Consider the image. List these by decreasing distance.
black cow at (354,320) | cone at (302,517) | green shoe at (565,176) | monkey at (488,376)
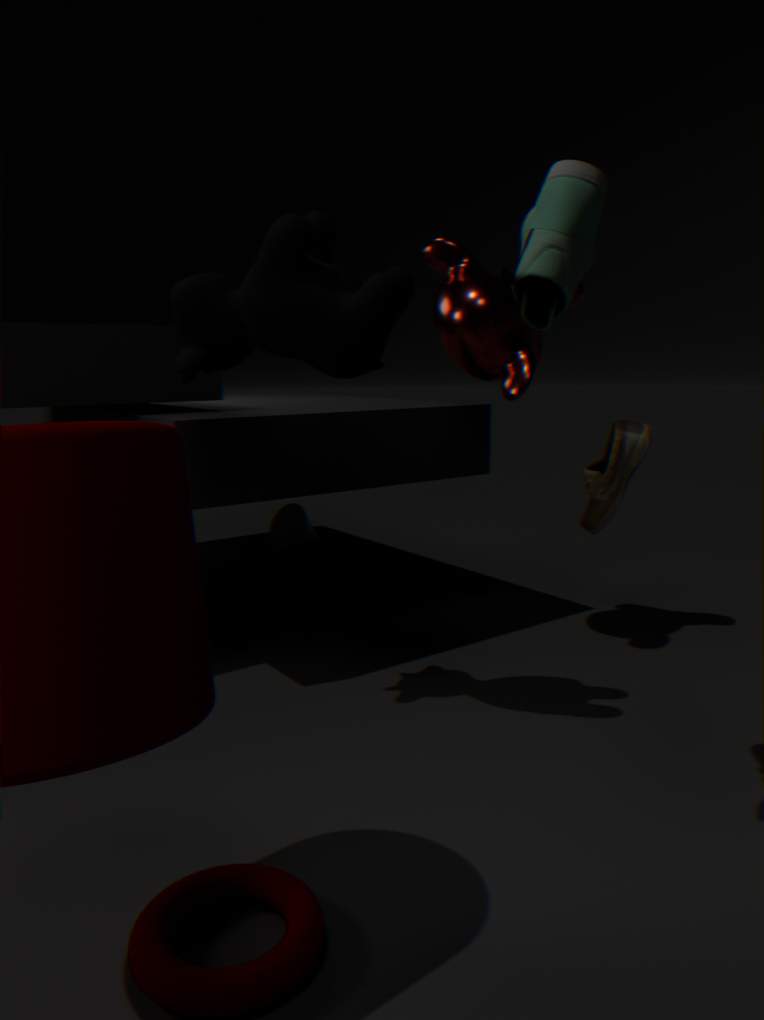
cone at (302,517), monkey at (488,376), black cow at (354,320), green shoe at (565,176)
